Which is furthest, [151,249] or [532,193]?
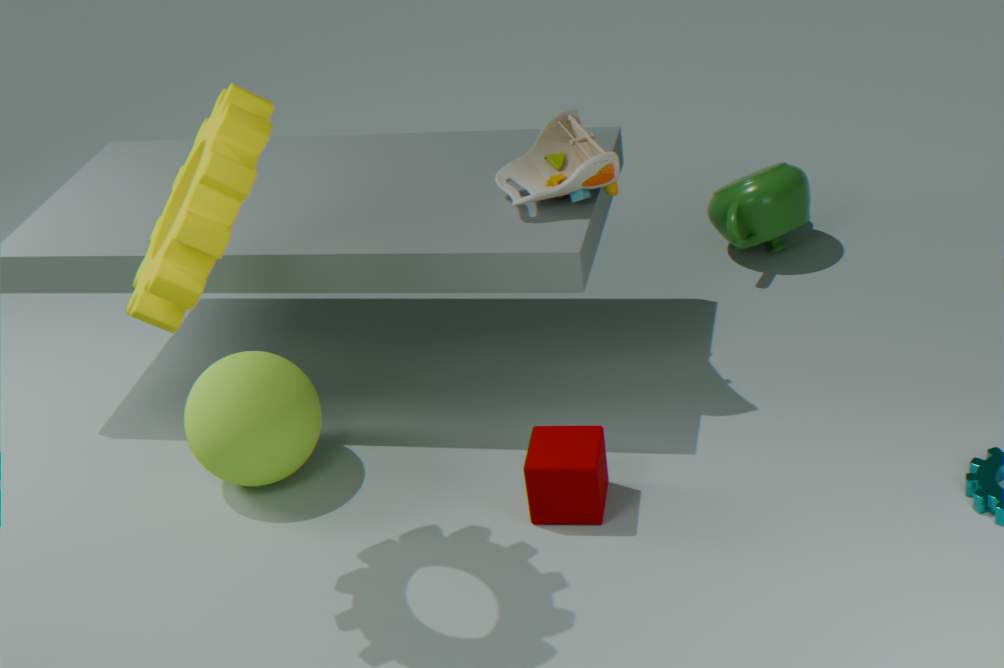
[532,193]
